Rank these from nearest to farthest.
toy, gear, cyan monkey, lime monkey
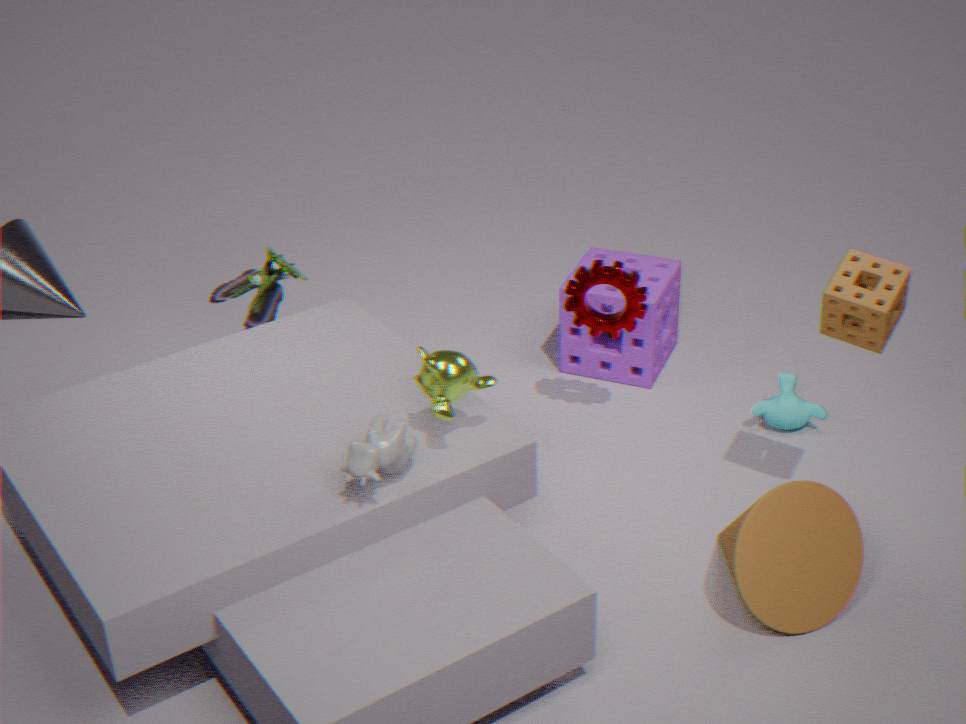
1. lime monkey
2. gear
3. toy
4. cyan monkey
